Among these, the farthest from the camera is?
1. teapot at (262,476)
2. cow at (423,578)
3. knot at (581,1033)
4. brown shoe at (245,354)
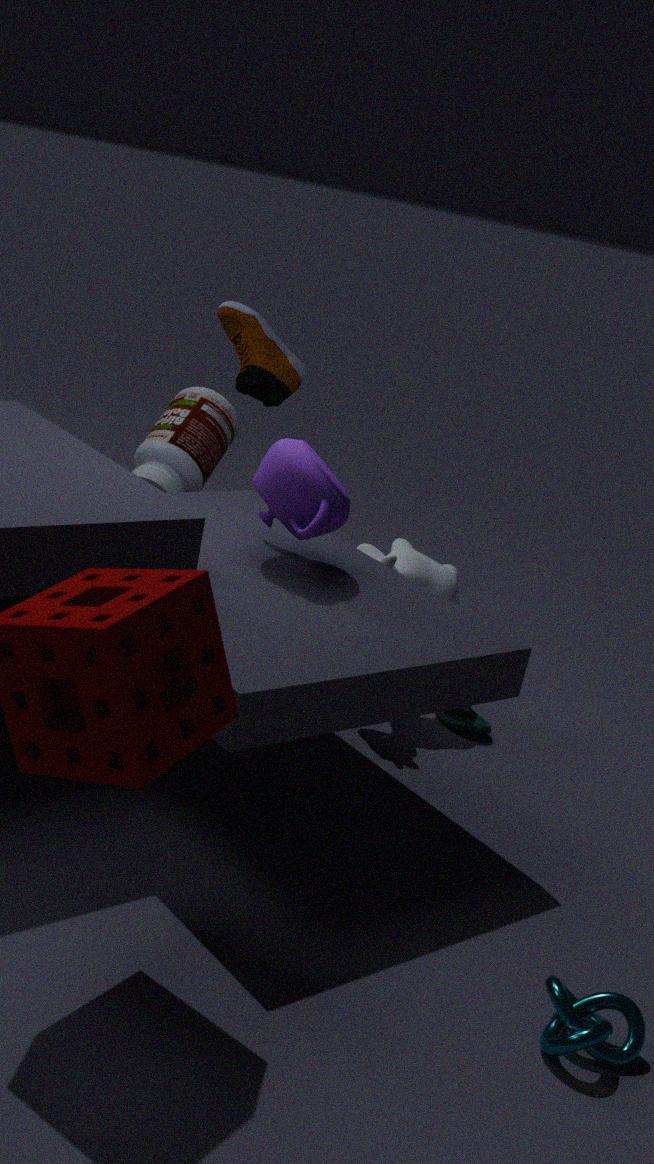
brown shoe at (245,354)
